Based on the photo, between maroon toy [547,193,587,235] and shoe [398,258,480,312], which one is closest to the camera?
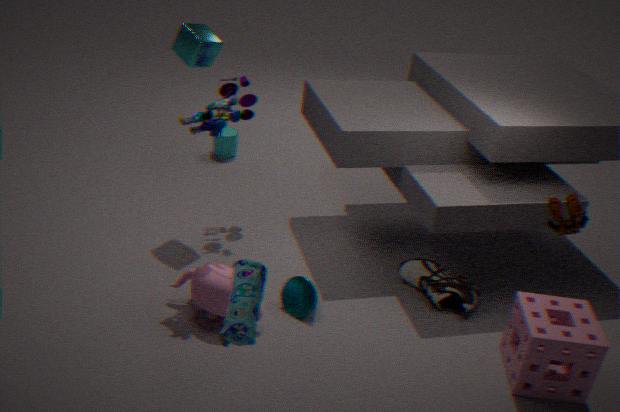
maroon toy [547,193,587,235]
